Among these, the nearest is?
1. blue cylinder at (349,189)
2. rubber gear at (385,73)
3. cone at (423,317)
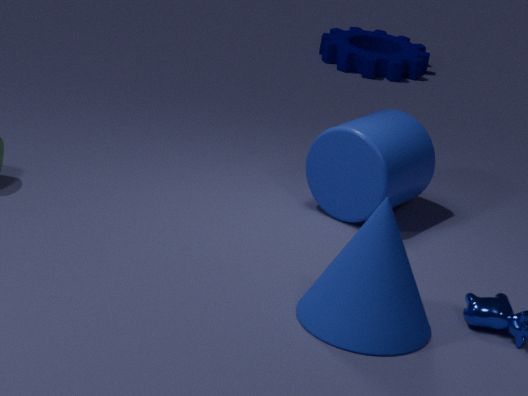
cone at (423,317)
